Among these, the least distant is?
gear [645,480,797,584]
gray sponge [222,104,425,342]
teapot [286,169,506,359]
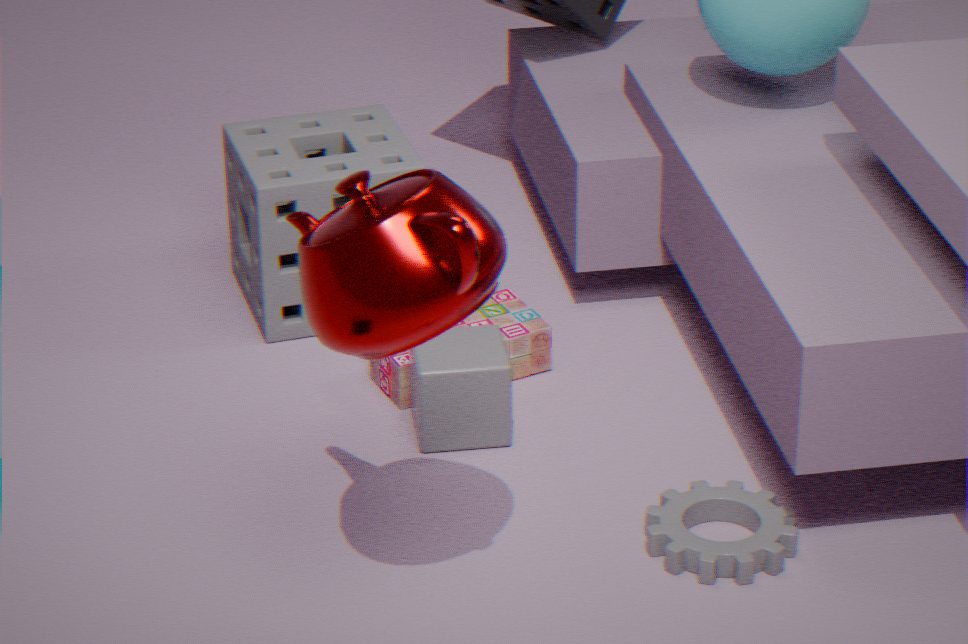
teapot [286,169,506,359]
